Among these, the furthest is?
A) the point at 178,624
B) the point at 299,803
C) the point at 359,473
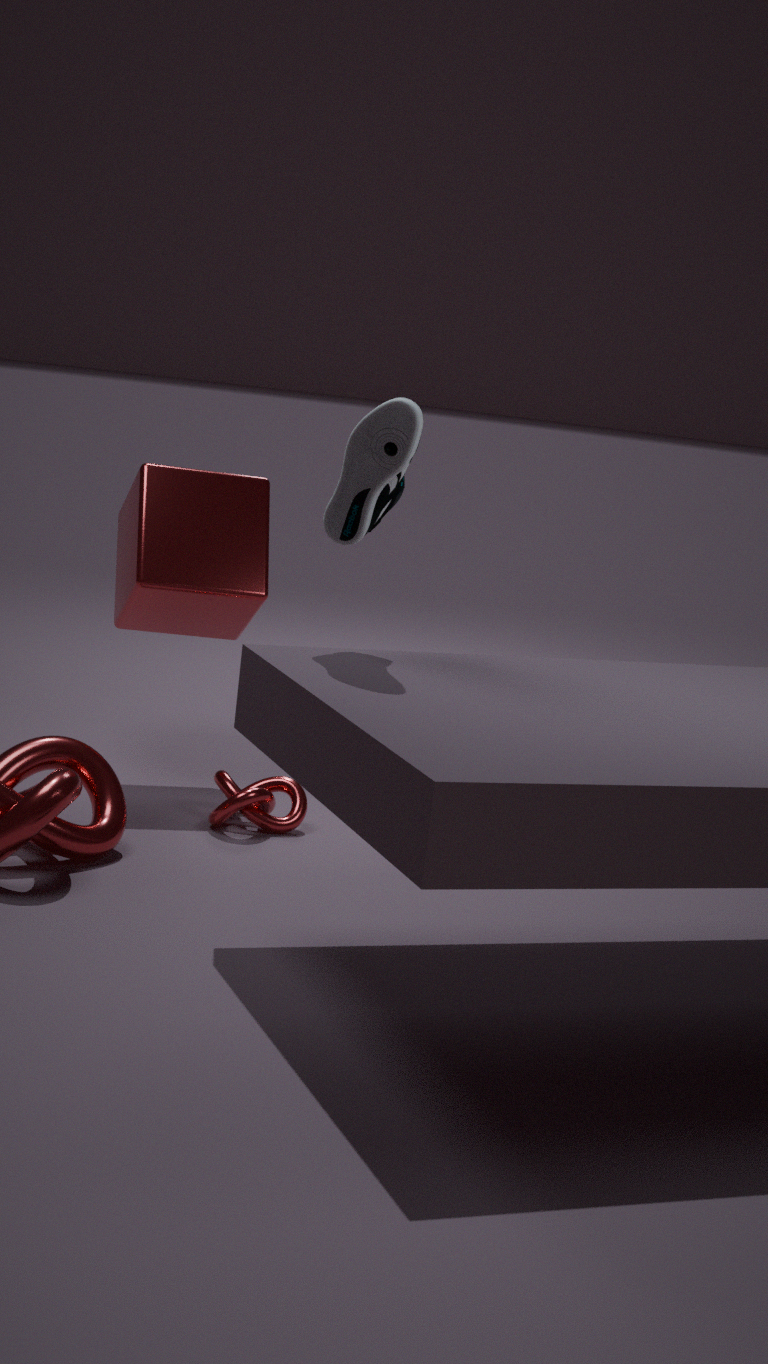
the point at 178,624
